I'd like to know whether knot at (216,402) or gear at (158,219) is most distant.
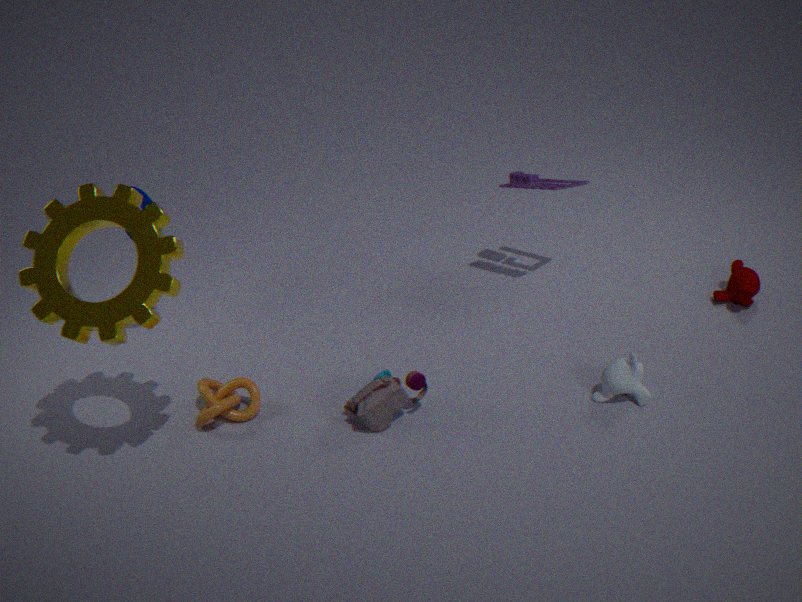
knot at (216,402)
